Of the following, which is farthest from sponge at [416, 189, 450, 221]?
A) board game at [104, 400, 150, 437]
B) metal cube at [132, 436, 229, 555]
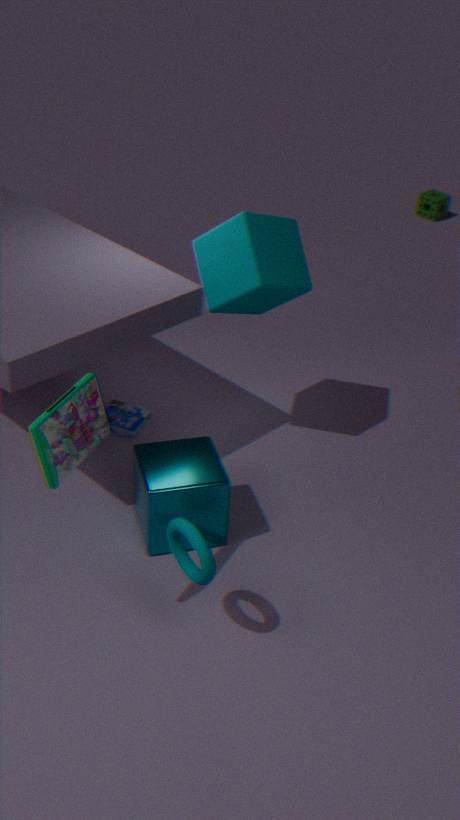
metal cube at [132, 436, 229, 555]
